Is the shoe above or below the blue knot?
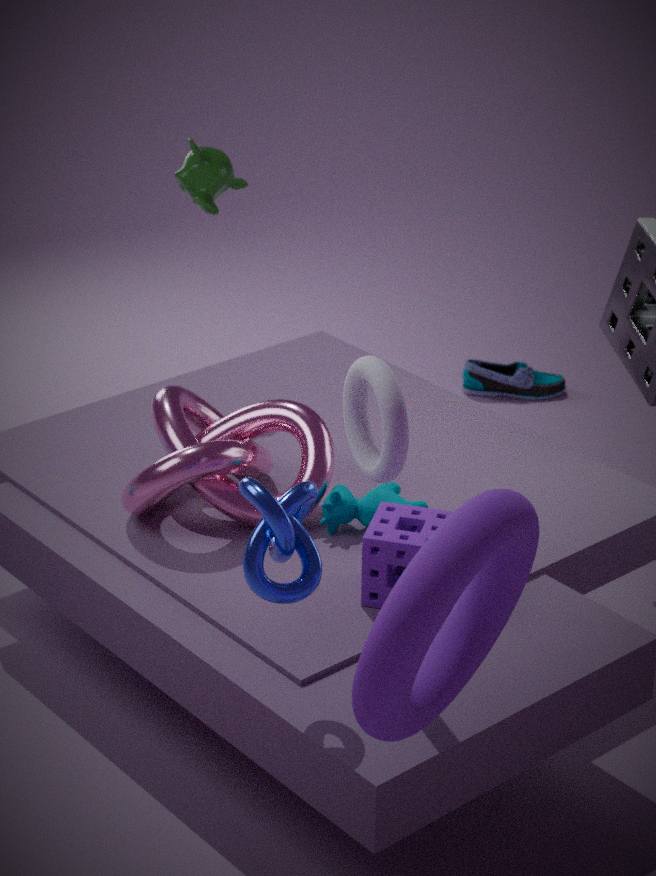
below
